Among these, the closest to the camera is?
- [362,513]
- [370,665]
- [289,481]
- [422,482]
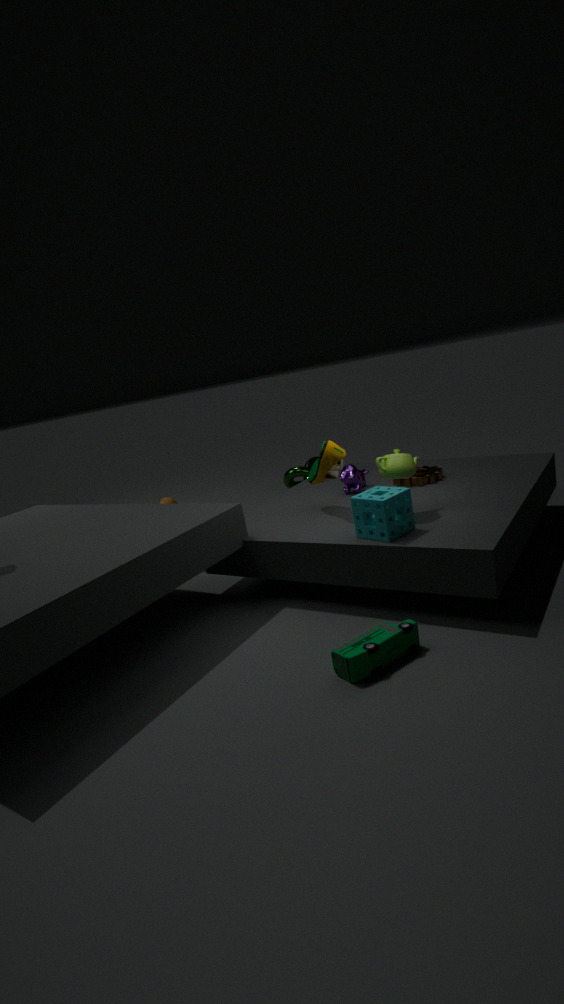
[370,665]
